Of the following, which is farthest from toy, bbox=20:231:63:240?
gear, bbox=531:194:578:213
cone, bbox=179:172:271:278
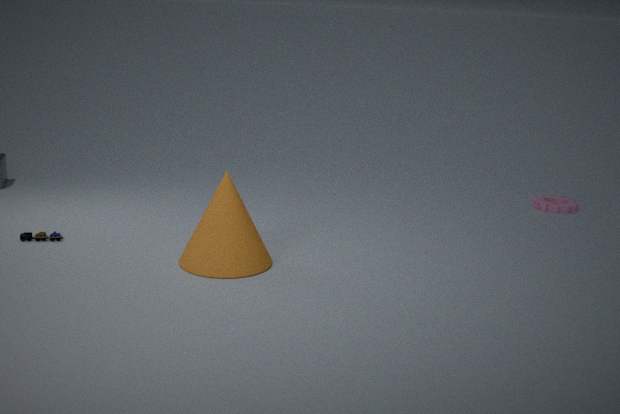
gear, bbox=531:194:578:213
